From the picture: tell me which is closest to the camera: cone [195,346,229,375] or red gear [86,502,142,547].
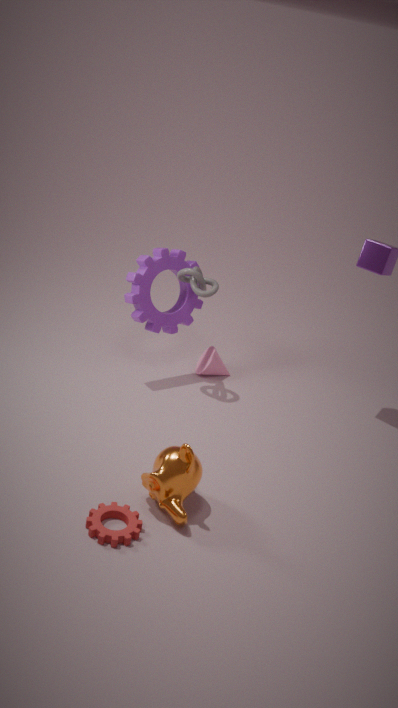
red gear [86,502,142,547]
